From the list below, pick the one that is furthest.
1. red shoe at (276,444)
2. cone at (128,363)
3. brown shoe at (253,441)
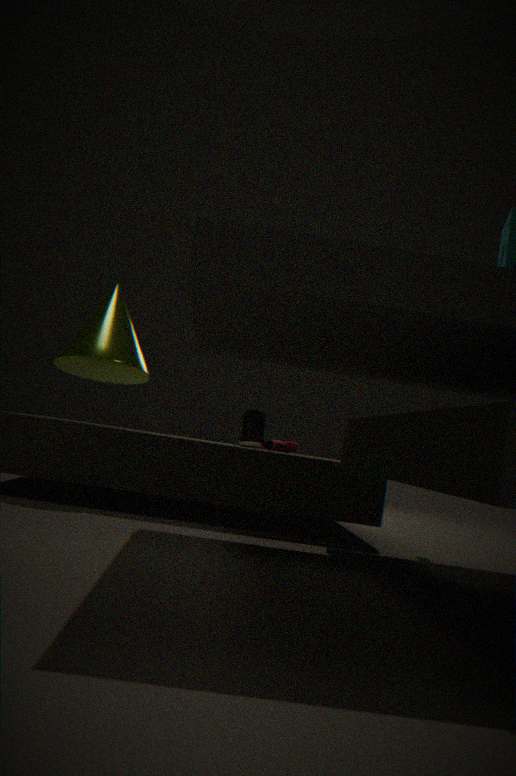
brown shoe at (253,441)
